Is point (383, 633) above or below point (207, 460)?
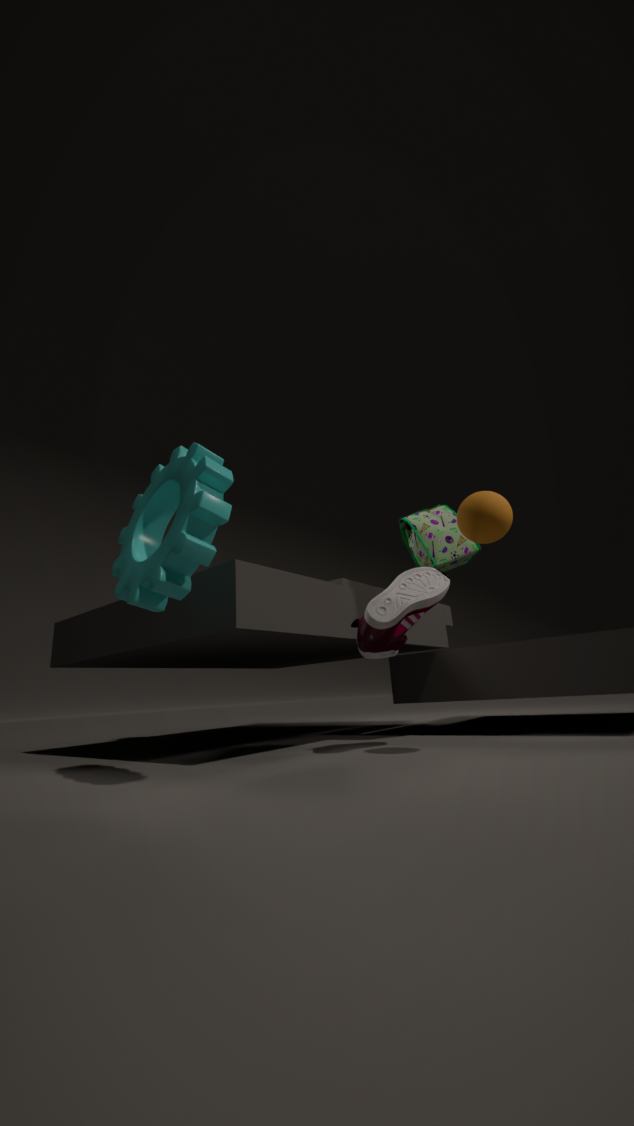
below
